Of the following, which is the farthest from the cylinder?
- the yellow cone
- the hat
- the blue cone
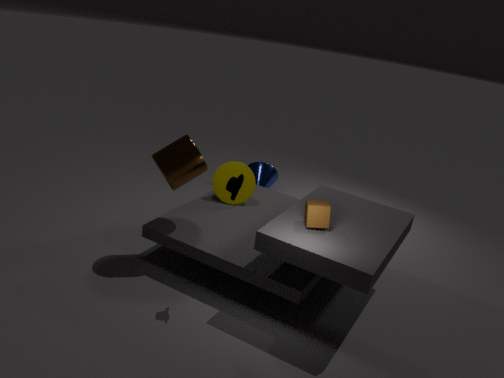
the blue cone
